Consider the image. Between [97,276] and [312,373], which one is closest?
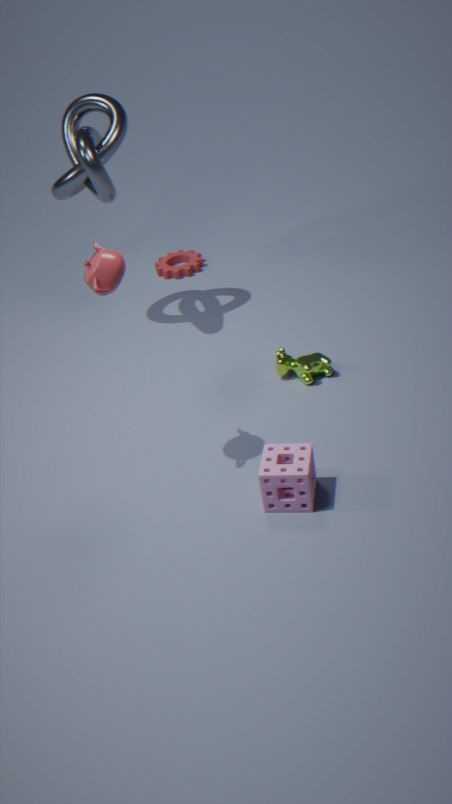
[97,276]
